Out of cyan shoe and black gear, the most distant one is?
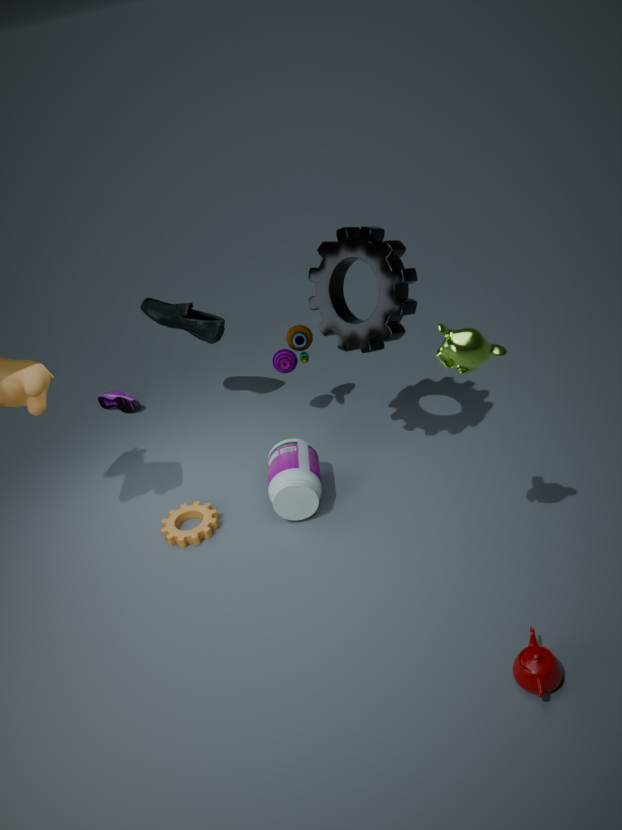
cyan shoe
